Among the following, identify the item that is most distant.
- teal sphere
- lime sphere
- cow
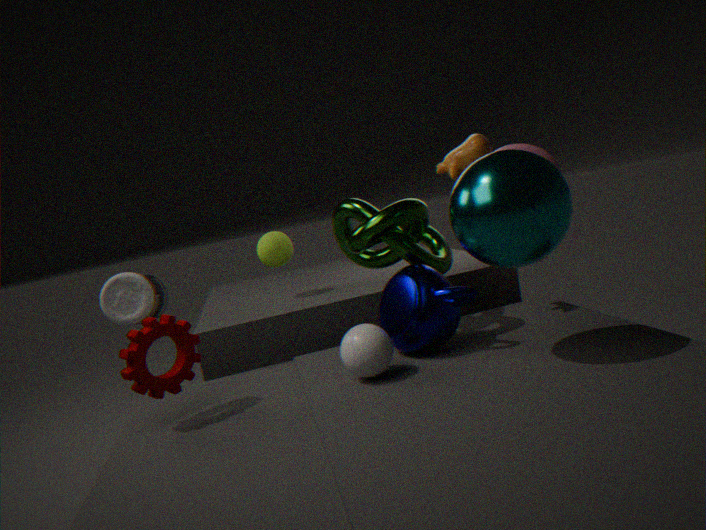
lime sphere
